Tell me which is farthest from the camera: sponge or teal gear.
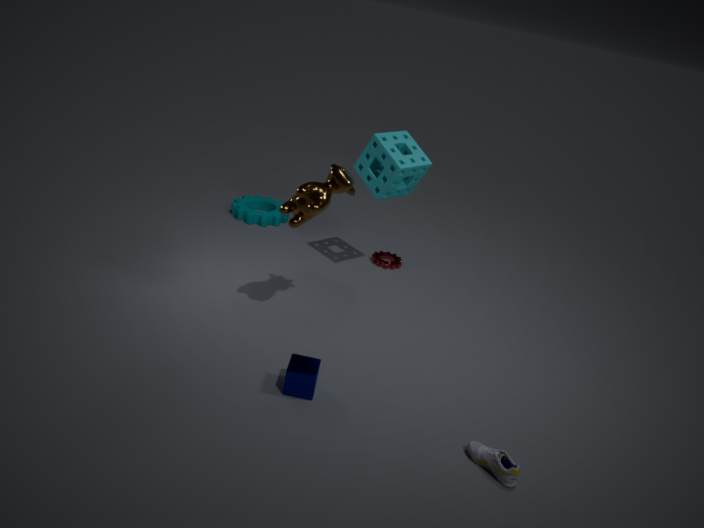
teal gear
